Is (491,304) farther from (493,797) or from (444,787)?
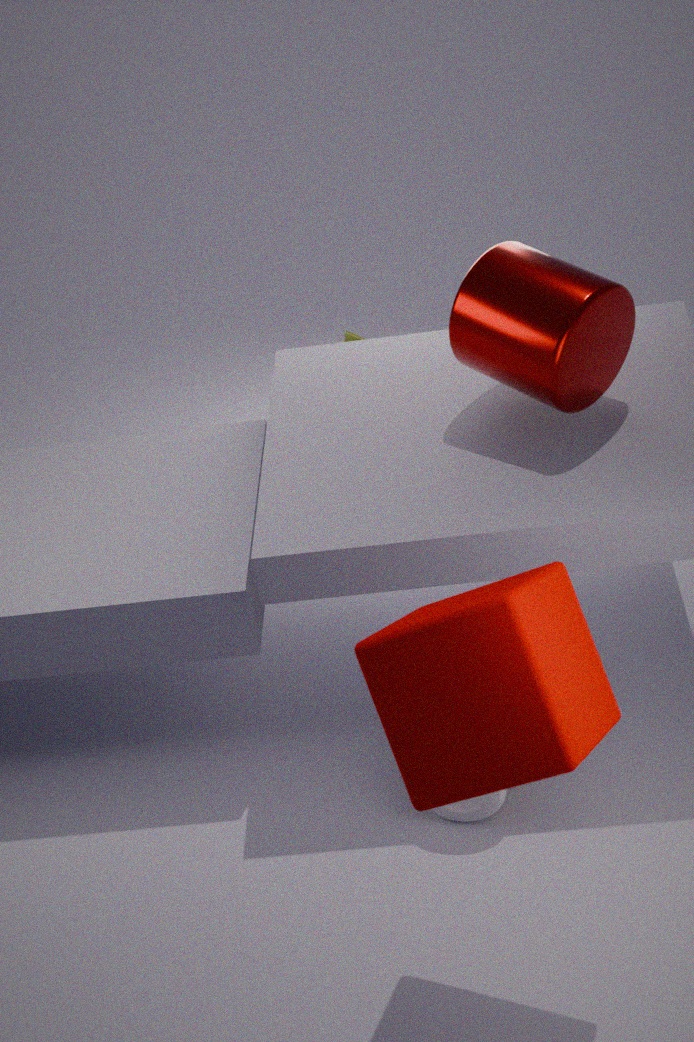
(444,787)
